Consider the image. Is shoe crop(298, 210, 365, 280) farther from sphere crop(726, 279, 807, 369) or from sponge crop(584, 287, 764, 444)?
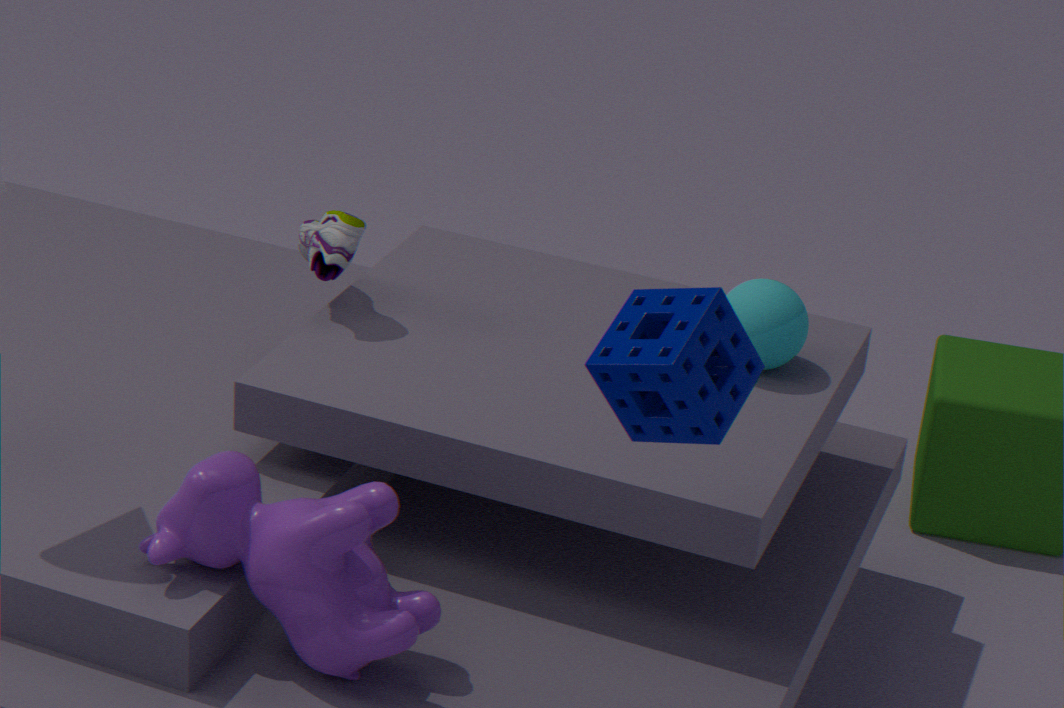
sponge crop(584, 287, 764, 444)
